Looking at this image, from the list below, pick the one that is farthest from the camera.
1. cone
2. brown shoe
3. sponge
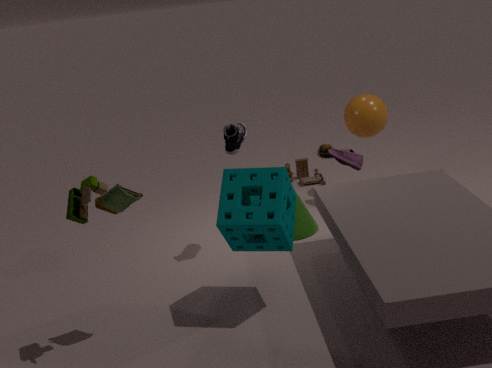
brown shoe
